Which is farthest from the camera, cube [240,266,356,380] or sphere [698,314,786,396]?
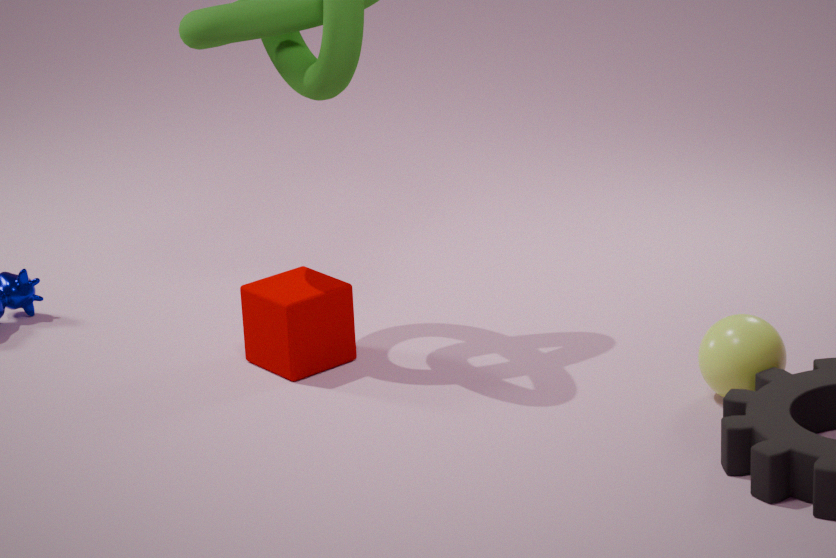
cube [240,266,356,380]
